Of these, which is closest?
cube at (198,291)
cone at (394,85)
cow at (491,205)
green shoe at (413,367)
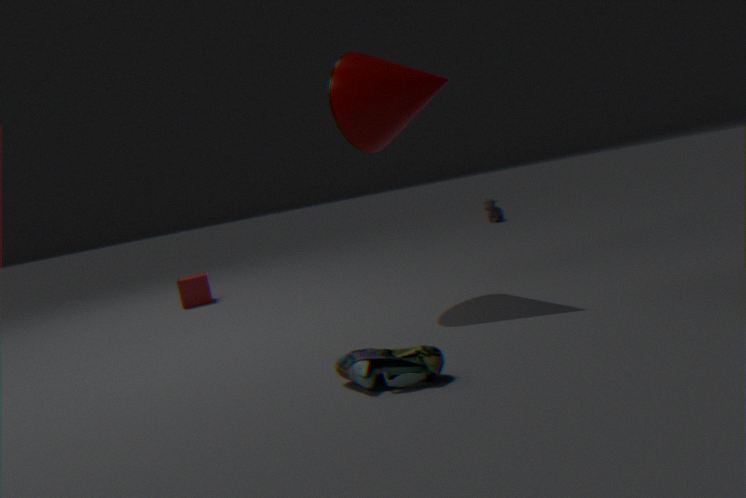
green shoe at (413,367)
